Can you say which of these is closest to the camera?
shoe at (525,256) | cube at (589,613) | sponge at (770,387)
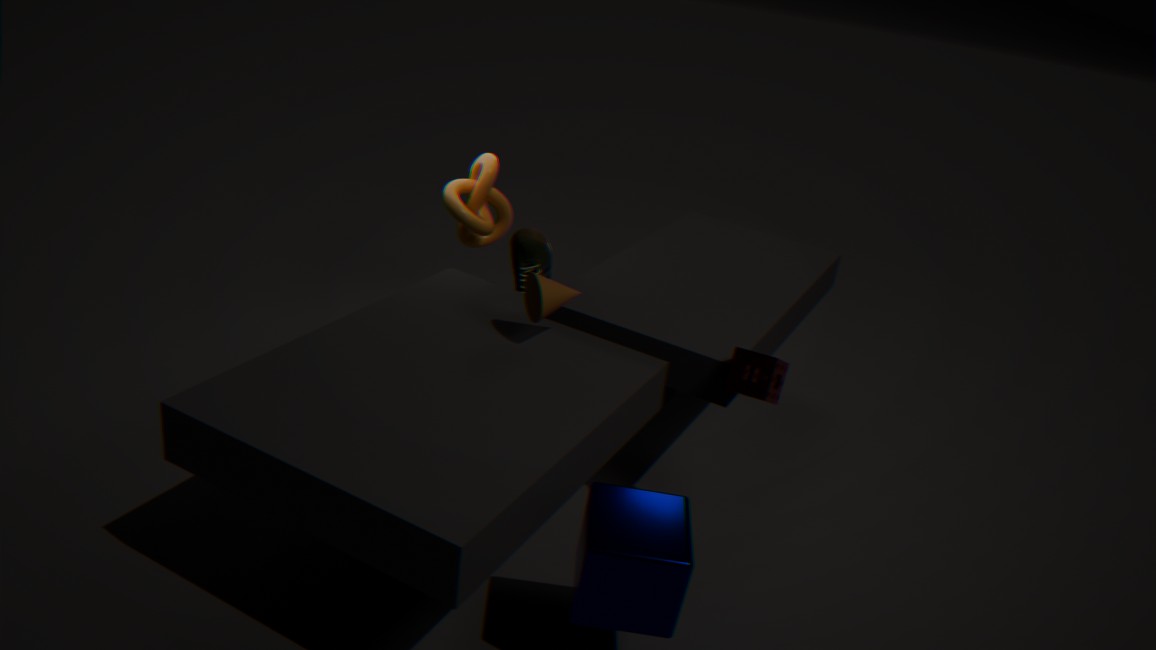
cube at (589,613)
